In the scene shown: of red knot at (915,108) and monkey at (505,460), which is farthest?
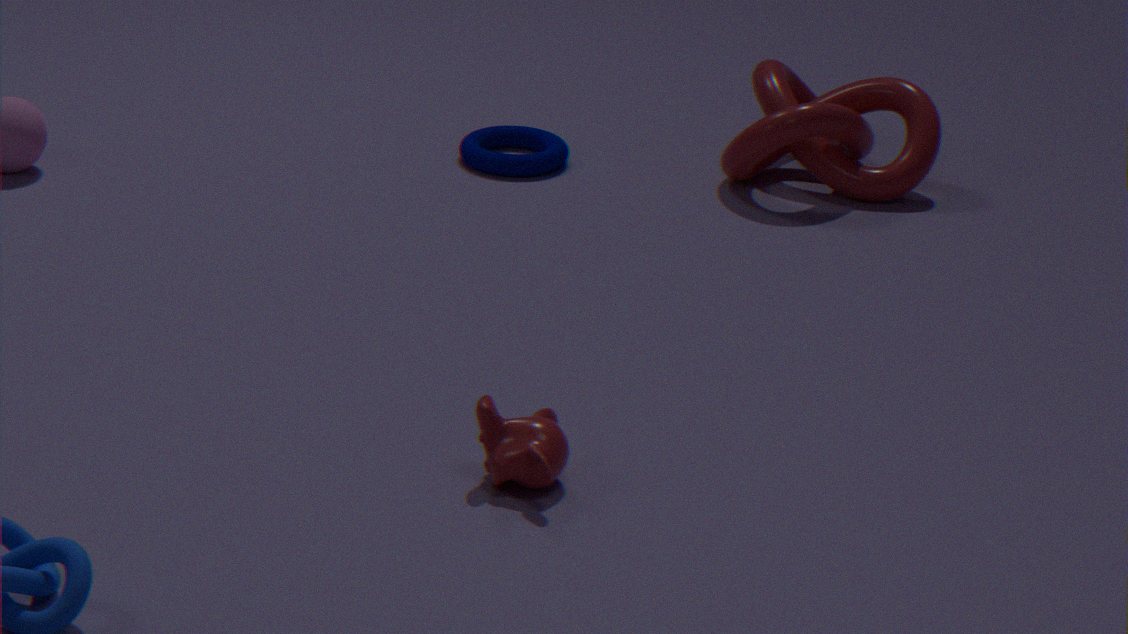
red knot at (915,108)
